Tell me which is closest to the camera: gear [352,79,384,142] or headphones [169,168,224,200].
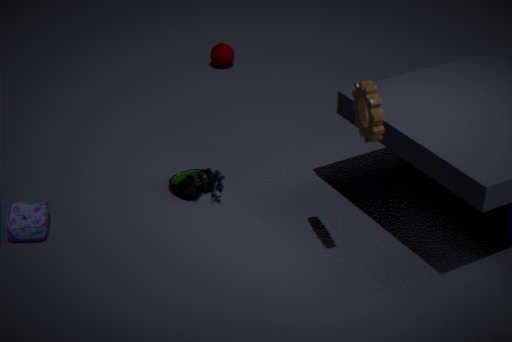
gear [352,79,384,142]
